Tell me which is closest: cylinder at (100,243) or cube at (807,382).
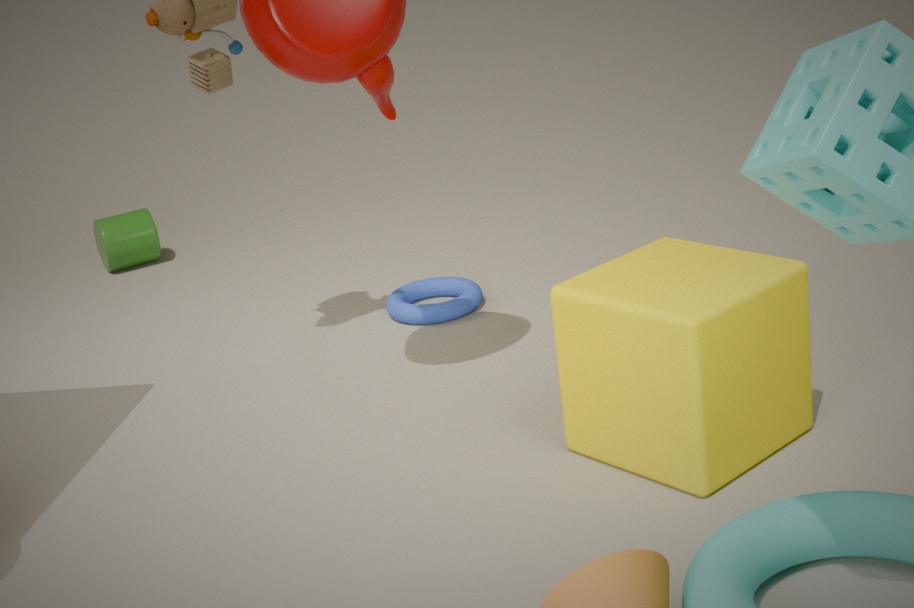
cube at (807,382)
